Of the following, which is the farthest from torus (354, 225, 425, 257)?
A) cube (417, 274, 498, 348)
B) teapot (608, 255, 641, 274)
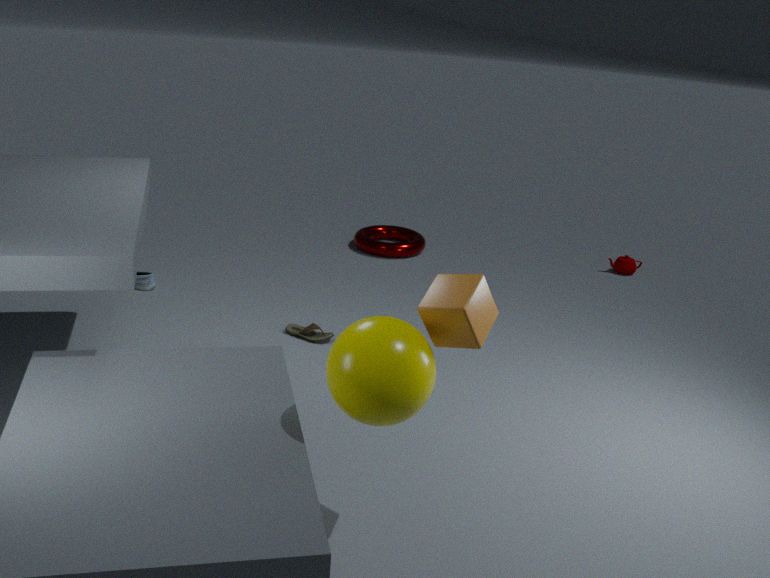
cube (417, 274, 498, 348)
